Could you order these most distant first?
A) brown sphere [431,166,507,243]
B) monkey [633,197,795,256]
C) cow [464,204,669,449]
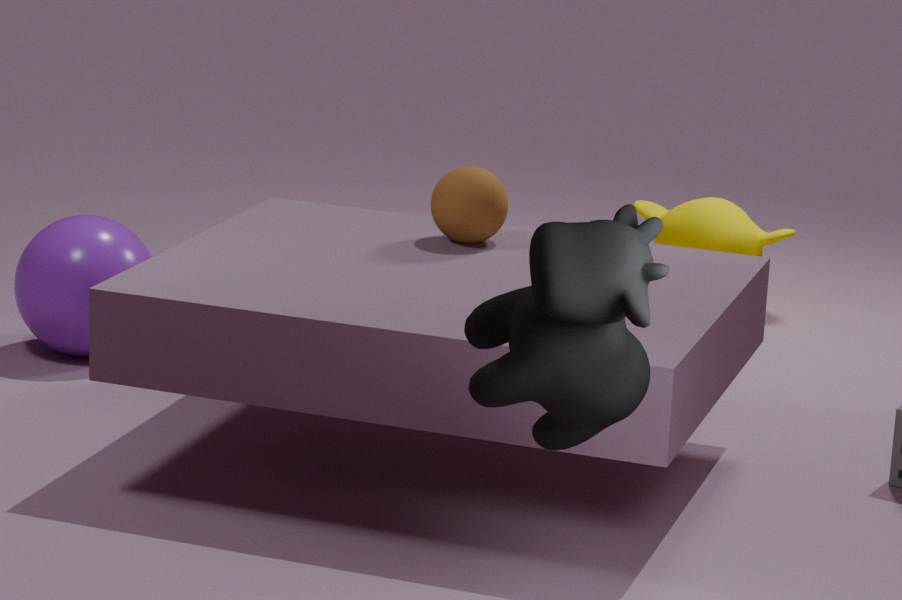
1. monkey [633,197,795,256]
2. brown sphere [431,166,507,243]
3. cow [464,204,669,449]
